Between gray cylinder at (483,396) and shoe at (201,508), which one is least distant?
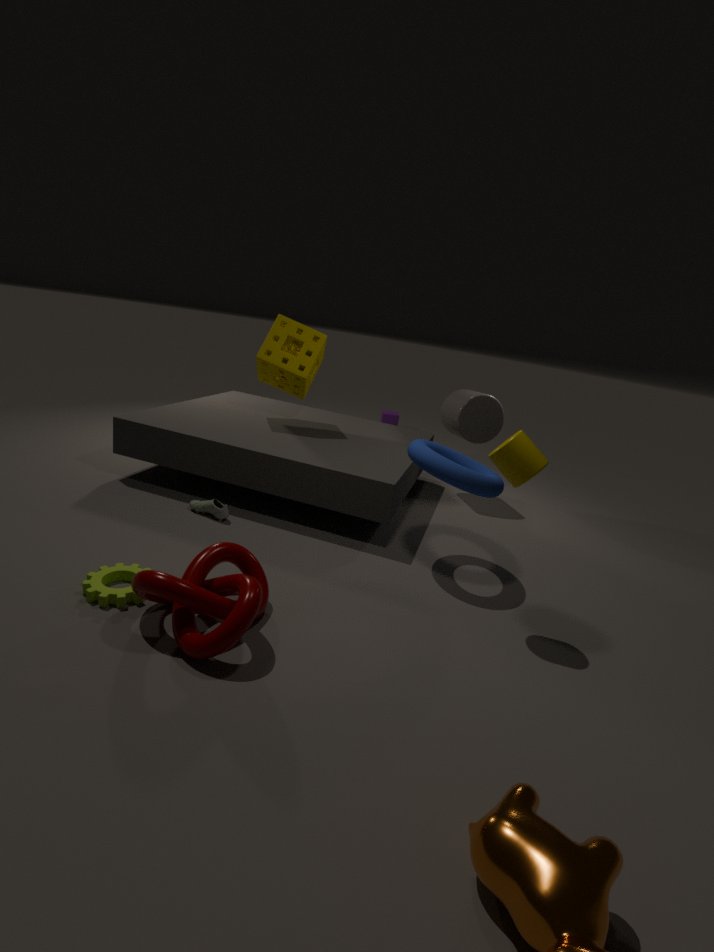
shoe at (201,508)
